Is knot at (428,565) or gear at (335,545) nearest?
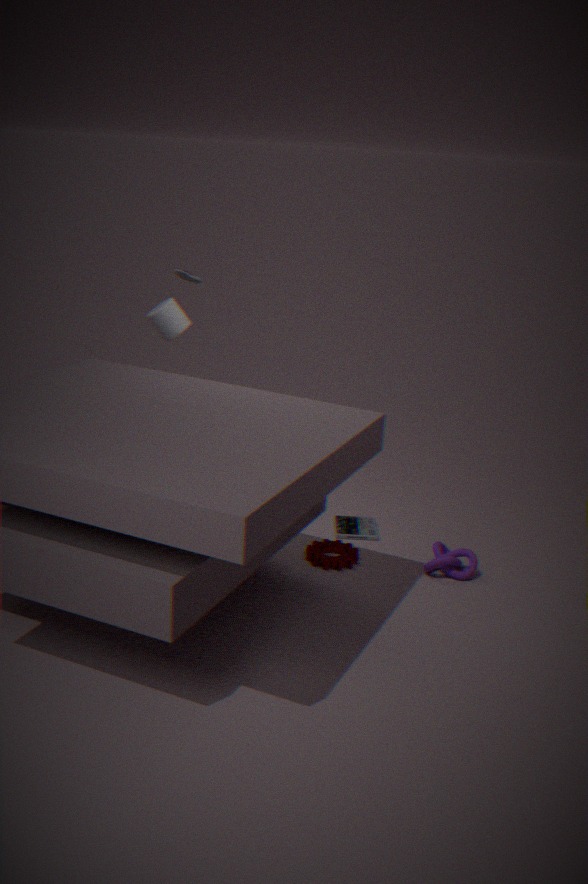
knot at (428,565)
